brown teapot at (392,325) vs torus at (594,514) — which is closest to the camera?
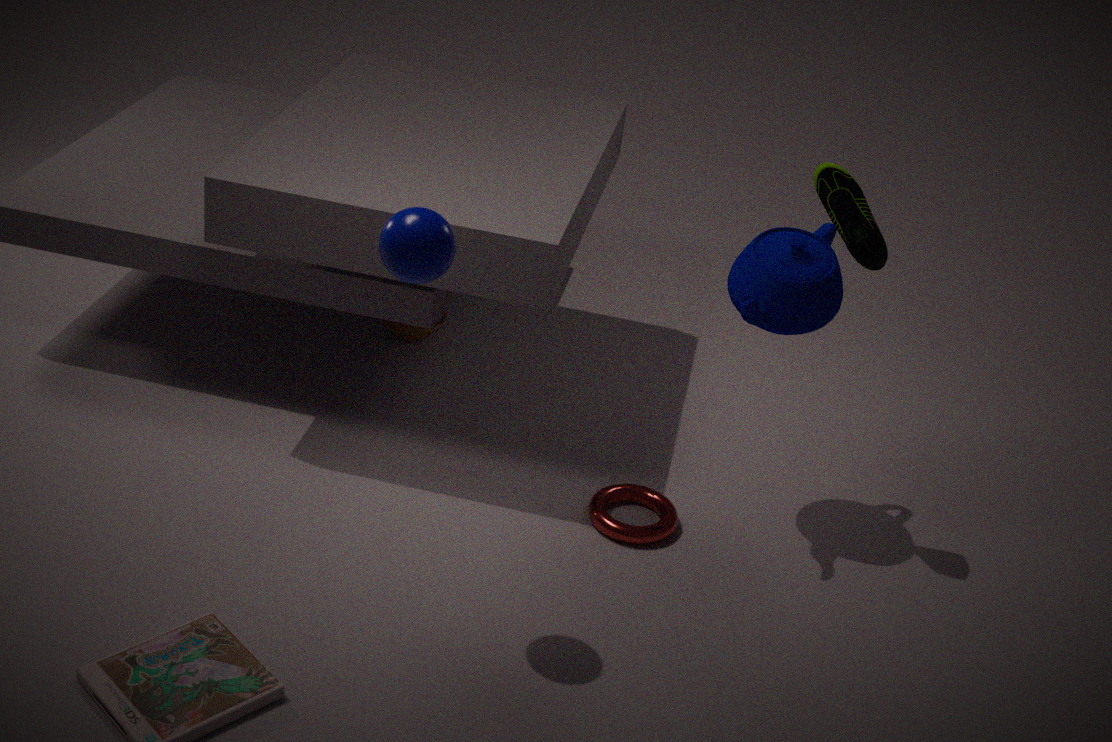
torus at (594,514)
